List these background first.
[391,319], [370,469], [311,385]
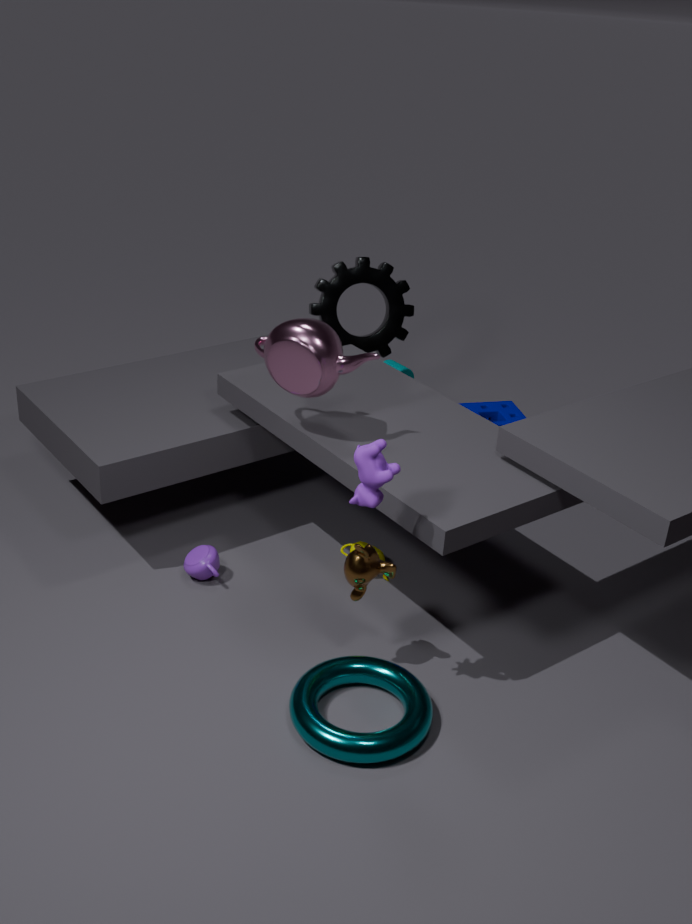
[391,319] → [311,385] → [370,469]
